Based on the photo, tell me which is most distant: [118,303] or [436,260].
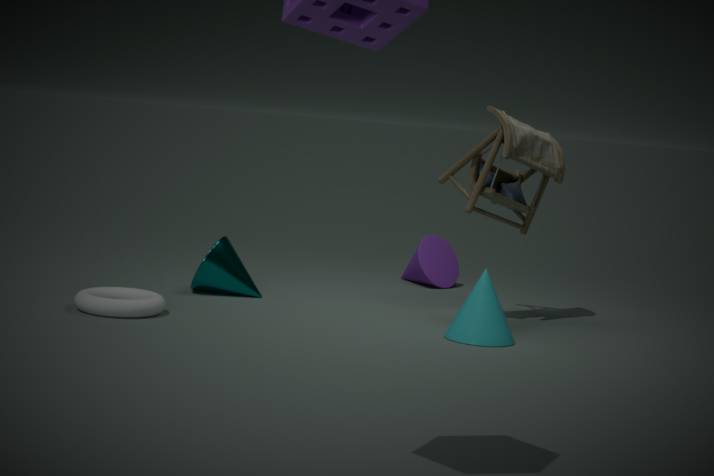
[436,260]
